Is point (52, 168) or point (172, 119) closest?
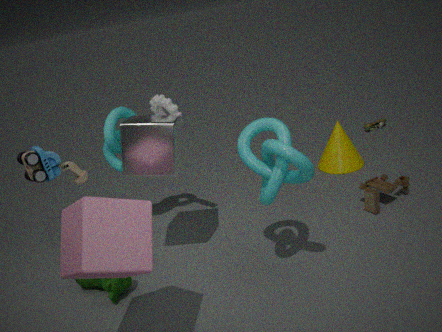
point (172, 119)
